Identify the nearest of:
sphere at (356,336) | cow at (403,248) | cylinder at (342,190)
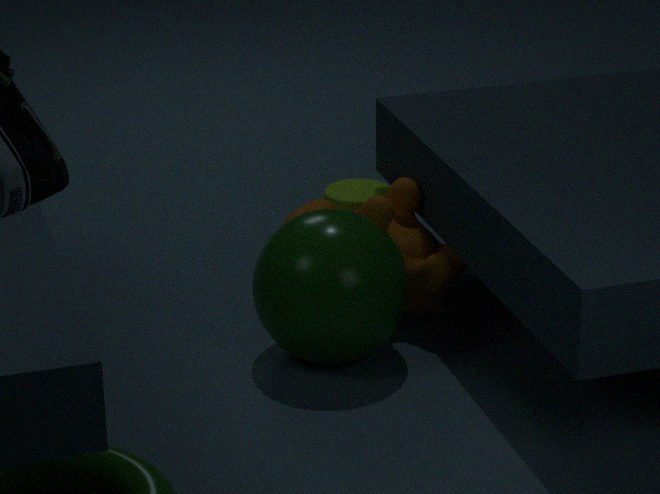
sphere at (356,336)
